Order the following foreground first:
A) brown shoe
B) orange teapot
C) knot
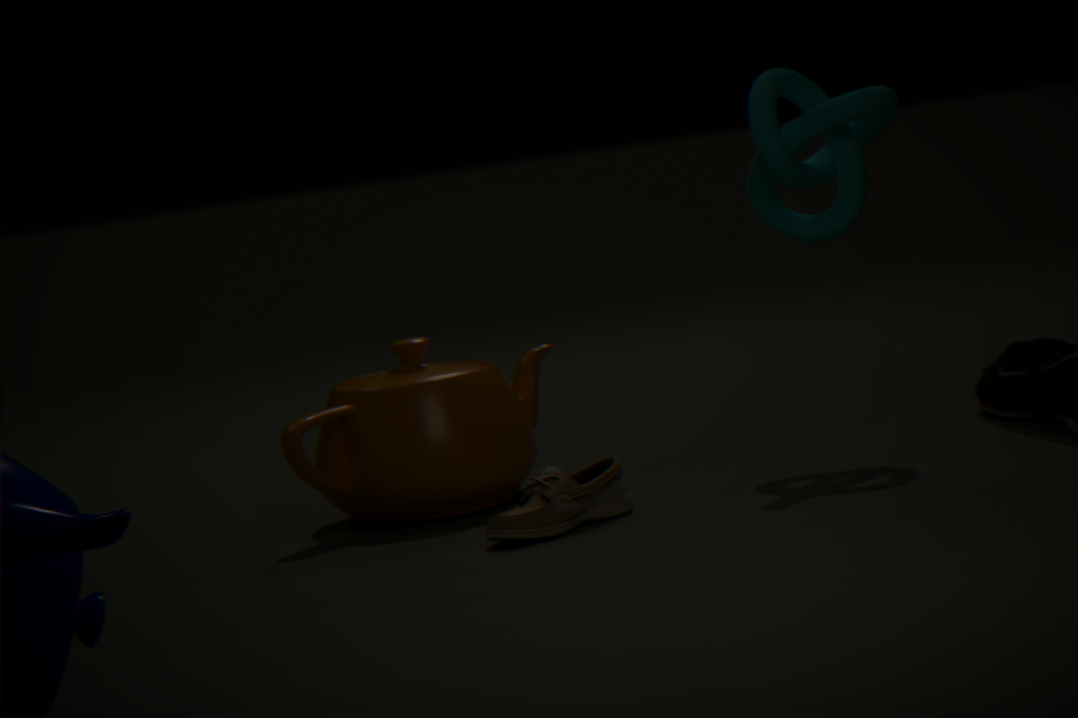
brown shoe → knot → orange teapot
